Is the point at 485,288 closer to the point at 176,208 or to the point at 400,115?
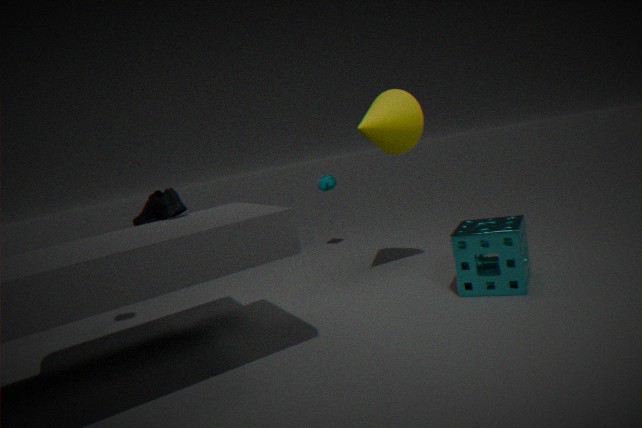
the point at 400,115
